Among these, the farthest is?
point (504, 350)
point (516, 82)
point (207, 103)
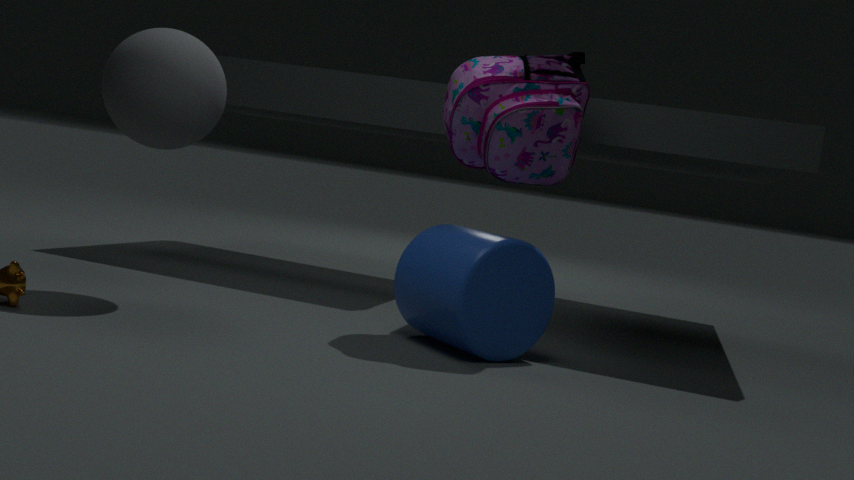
point (516, 82)
